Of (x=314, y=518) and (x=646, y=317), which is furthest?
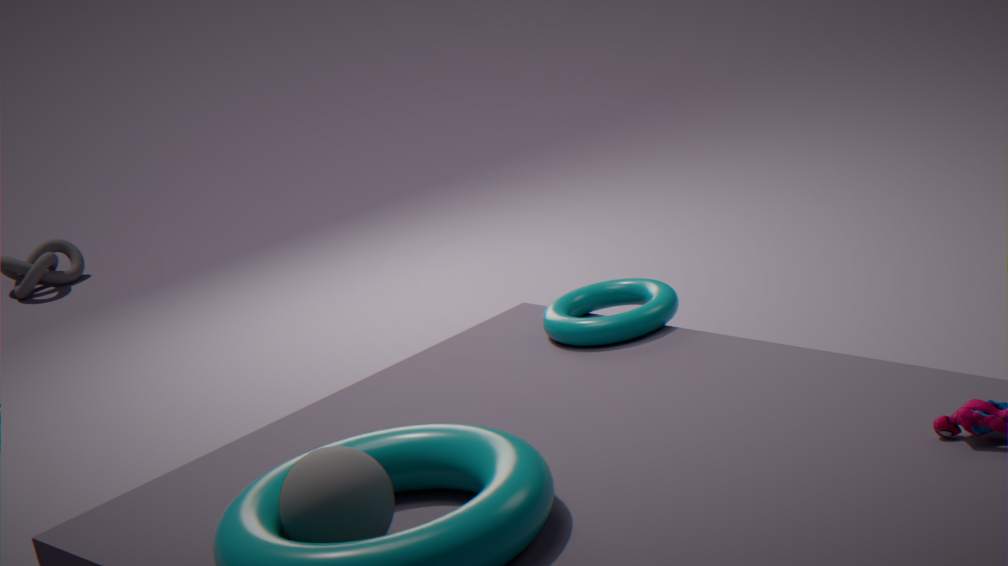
(x=646, y=317)
